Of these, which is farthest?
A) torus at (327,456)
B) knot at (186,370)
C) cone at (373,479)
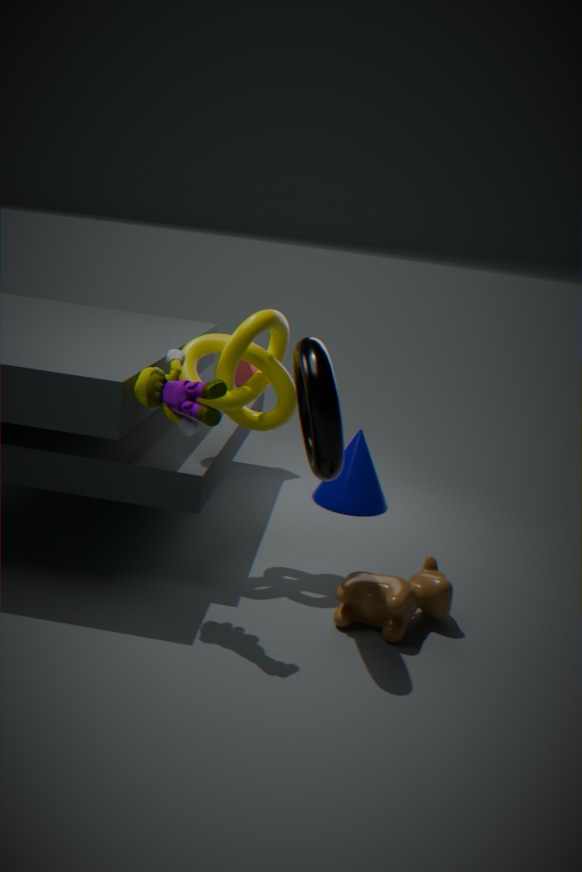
cone at (373,479)
